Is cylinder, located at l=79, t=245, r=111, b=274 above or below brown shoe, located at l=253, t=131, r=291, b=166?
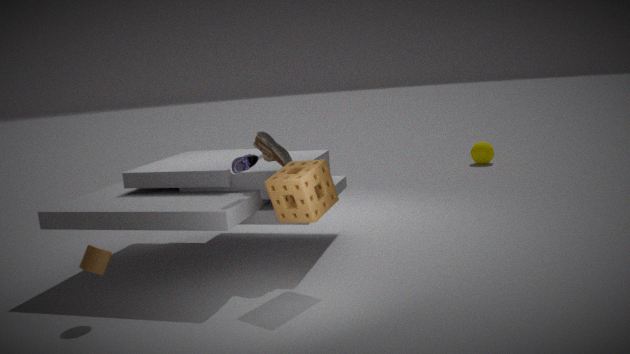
below
